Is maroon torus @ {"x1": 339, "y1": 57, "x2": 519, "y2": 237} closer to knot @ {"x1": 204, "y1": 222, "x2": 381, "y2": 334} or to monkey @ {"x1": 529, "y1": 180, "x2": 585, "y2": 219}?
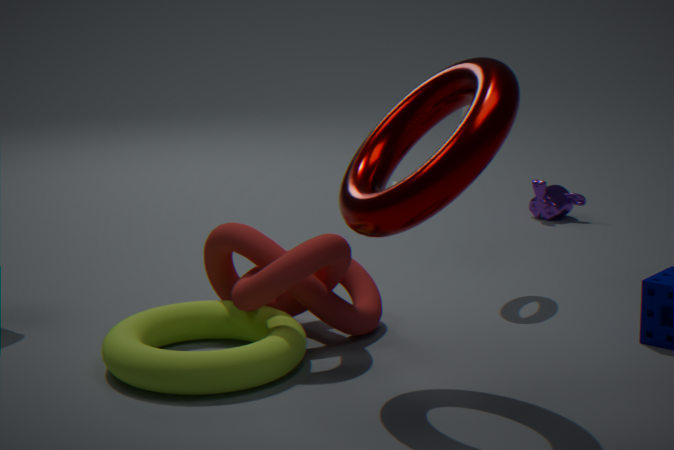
→ knot @ {"x1": 204, "y1": 222, "x2": 381, "y2": 334}
